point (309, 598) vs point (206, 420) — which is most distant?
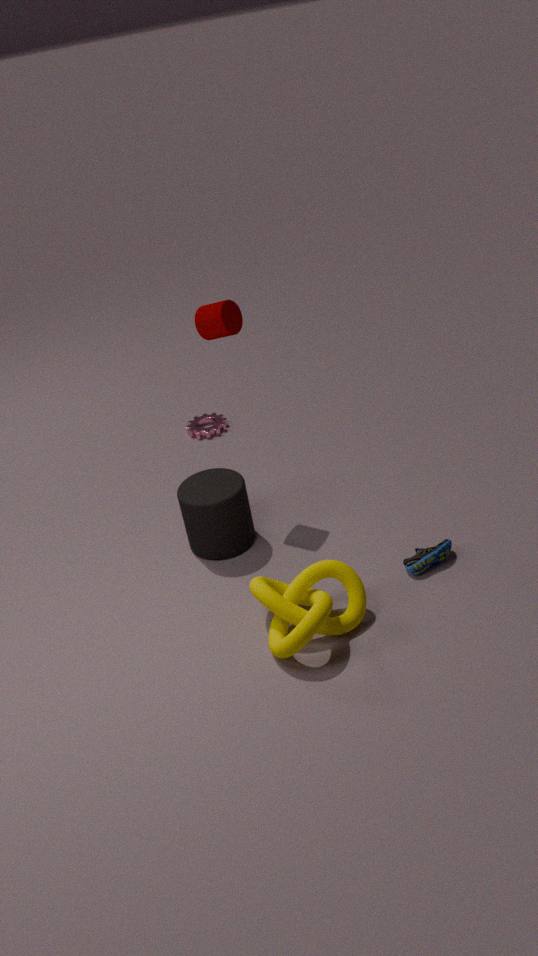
point (206, 420)
